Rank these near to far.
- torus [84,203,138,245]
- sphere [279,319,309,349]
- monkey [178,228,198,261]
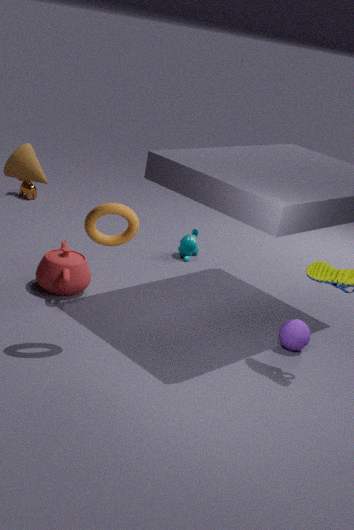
1. torus [84,203,138,245]
2. sphere [279,319,309,349]
3. monkey [178,228,198,261]
